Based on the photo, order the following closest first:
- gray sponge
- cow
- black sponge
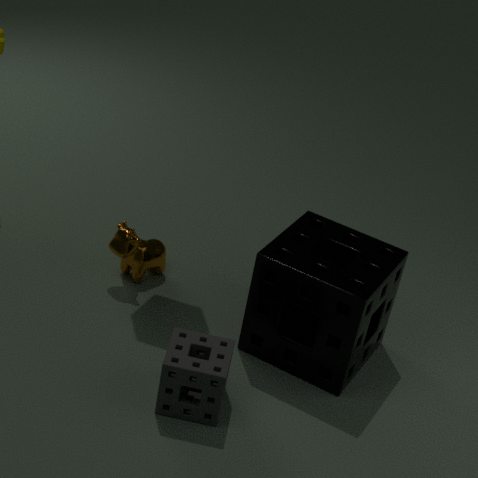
gray sponge < black sponge < cow
